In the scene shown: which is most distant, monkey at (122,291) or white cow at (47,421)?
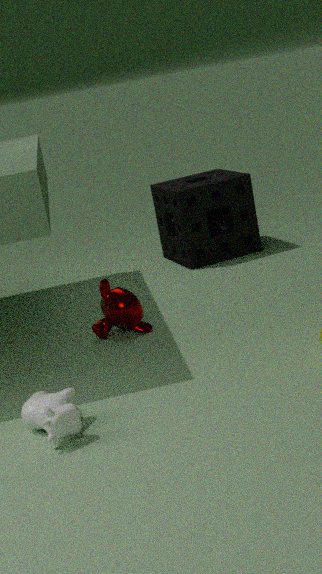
monkey at (122,291)
